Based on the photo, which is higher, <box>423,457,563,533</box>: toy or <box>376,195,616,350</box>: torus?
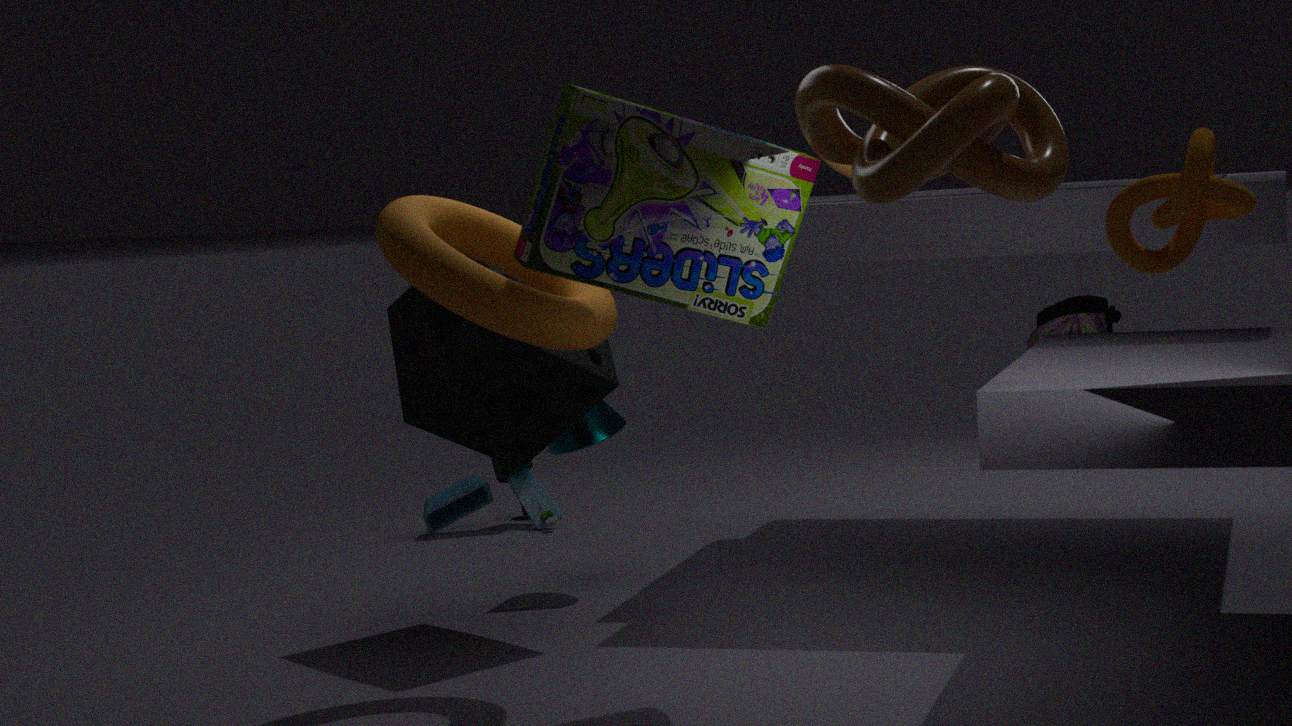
<box>376,195,616,350</box>: torus
